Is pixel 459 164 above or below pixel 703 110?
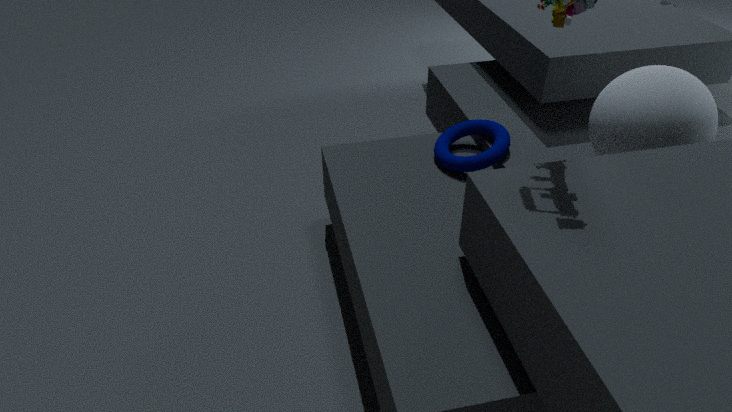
below
